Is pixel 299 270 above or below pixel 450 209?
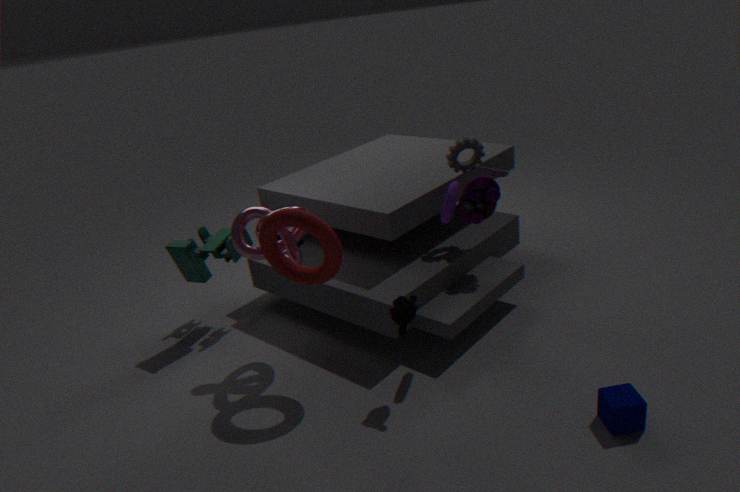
below
